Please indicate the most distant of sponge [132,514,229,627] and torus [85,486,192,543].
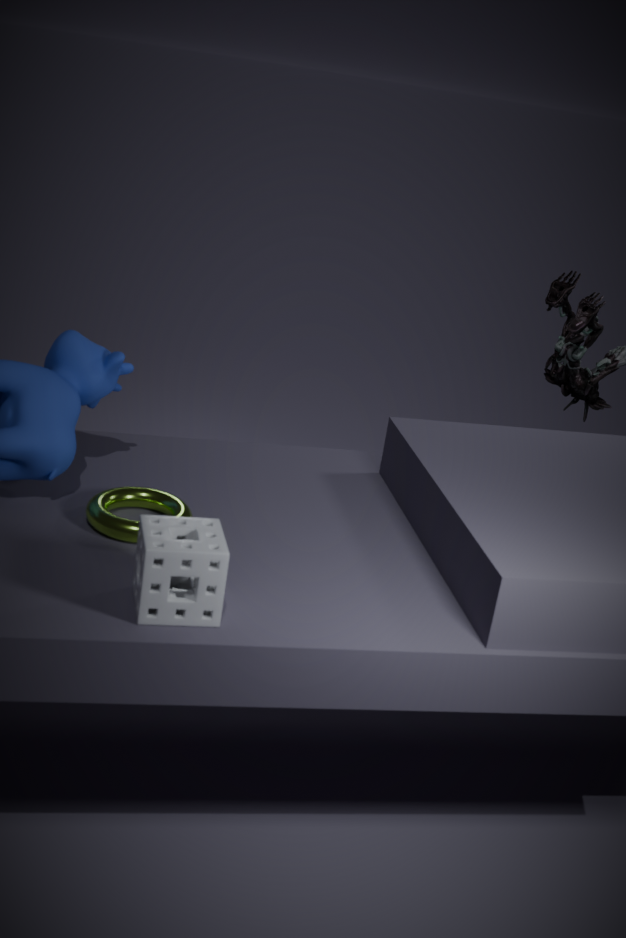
torus [85,486,192,543]
